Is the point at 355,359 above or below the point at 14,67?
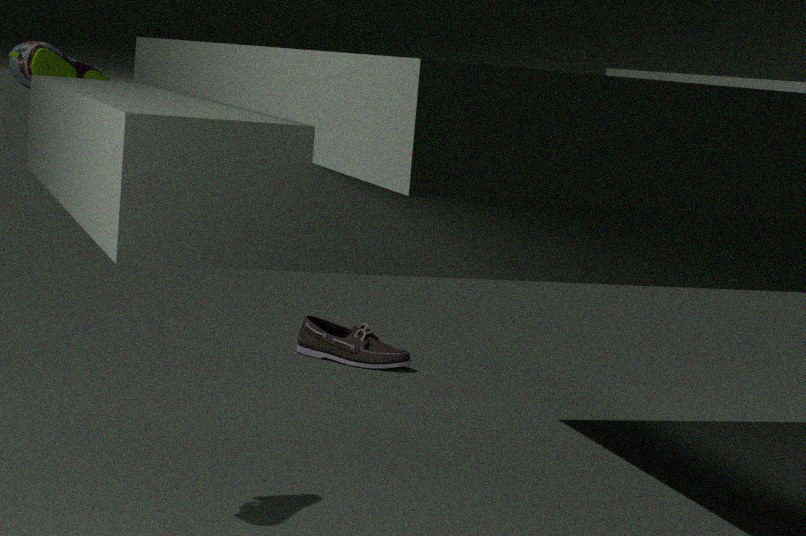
below
